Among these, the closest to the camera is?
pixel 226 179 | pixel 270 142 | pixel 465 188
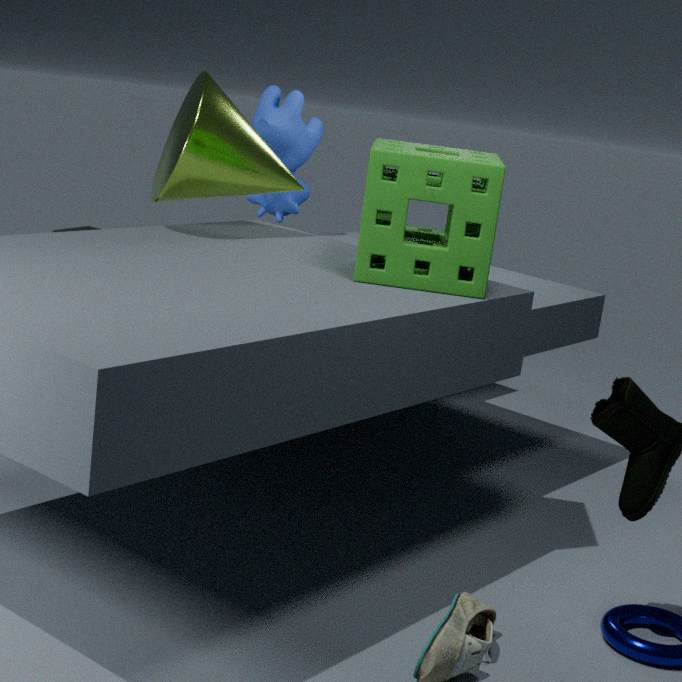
pixel 465 188
